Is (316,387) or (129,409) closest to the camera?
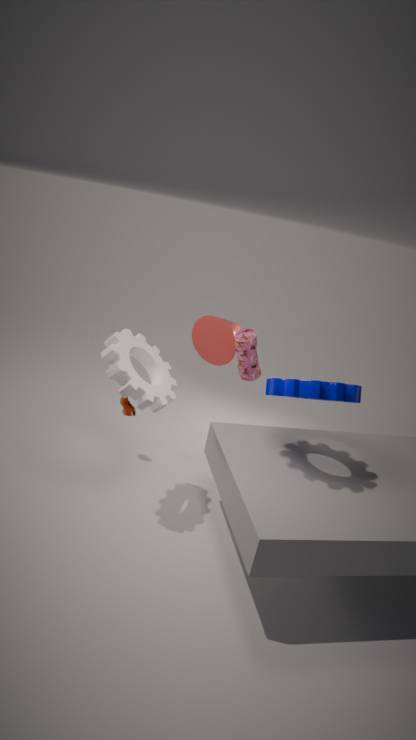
(316,387)
